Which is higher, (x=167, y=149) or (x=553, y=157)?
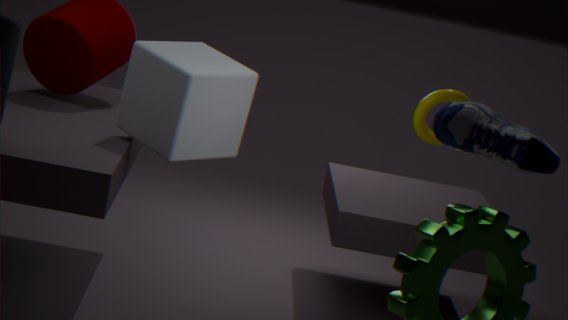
(x=553, y=157)
